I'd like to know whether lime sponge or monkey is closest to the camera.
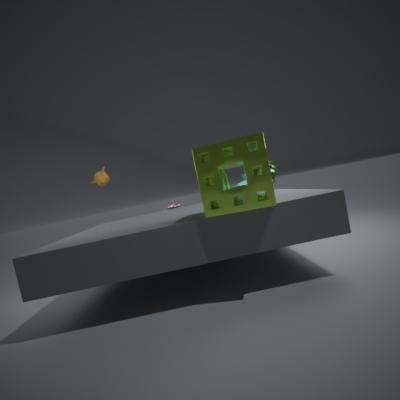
lime sponge
